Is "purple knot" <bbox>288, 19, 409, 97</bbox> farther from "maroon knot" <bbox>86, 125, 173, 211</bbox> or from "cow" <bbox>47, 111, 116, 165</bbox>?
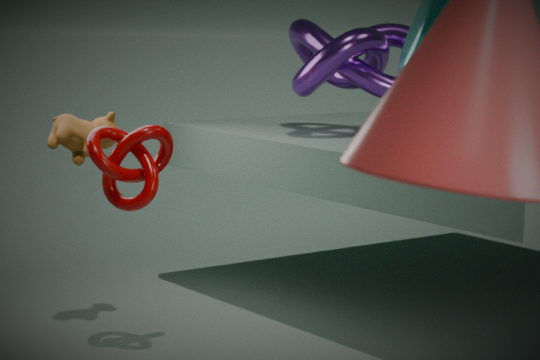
→ "cow" <bbox>47, 111, 116, 165</bbox>
